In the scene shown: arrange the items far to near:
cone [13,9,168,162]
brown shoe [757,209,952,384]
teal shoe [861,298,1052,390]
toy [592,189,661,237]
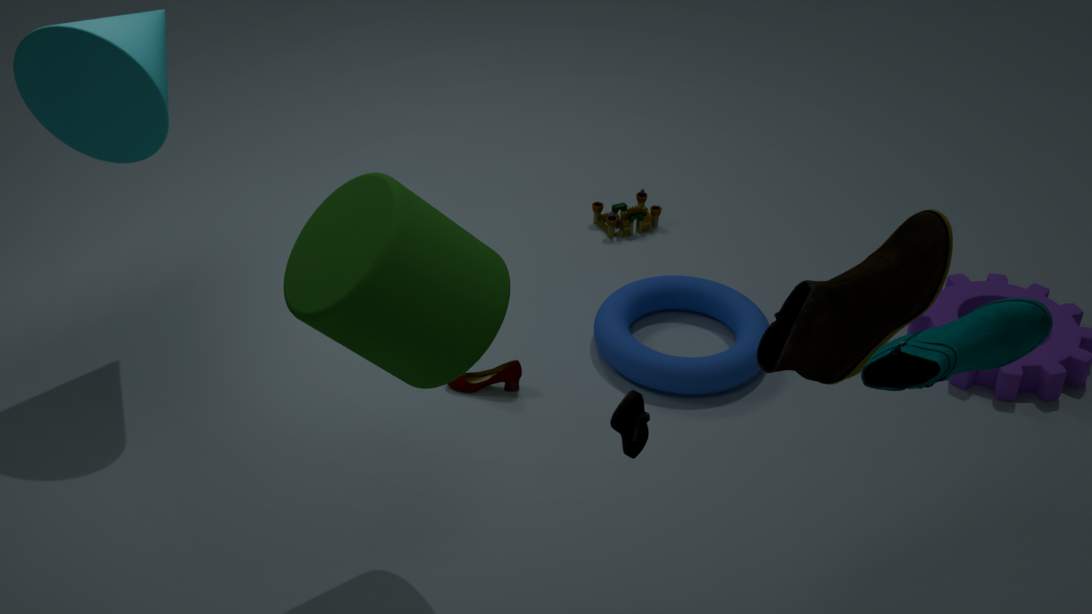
1. toy [592,189,661,237]
2. cone [13,9,168,162]
3. brown shoe [757,209,952,384]
4. teal shoe [861,298,1052,390]
